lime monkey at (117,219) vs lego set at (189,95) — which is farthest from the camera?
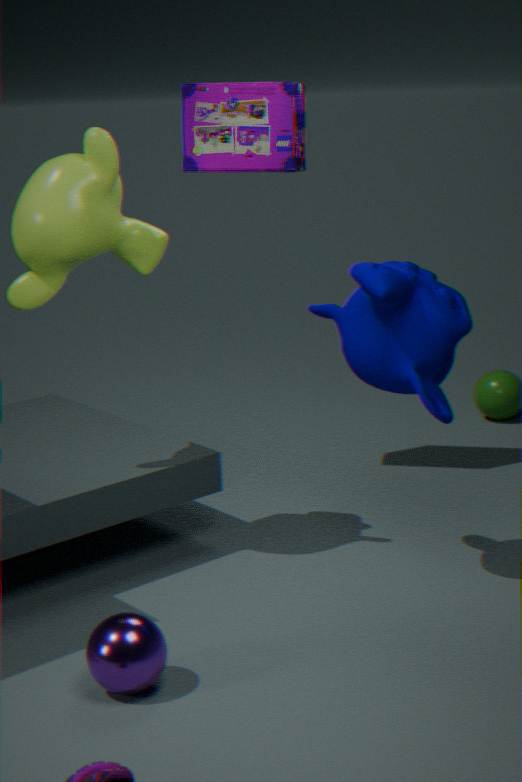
lego set at (189,95)
